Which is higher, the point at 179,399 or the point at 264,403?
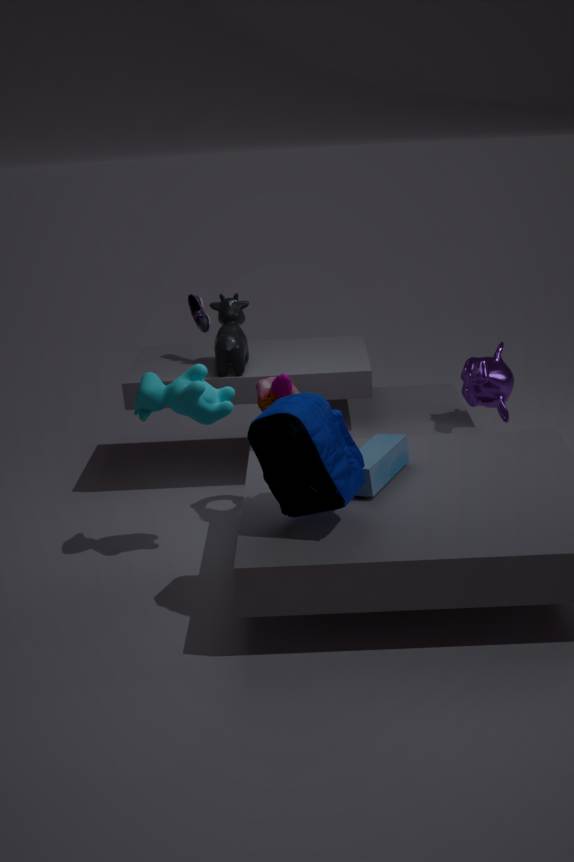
the point at 179,399
